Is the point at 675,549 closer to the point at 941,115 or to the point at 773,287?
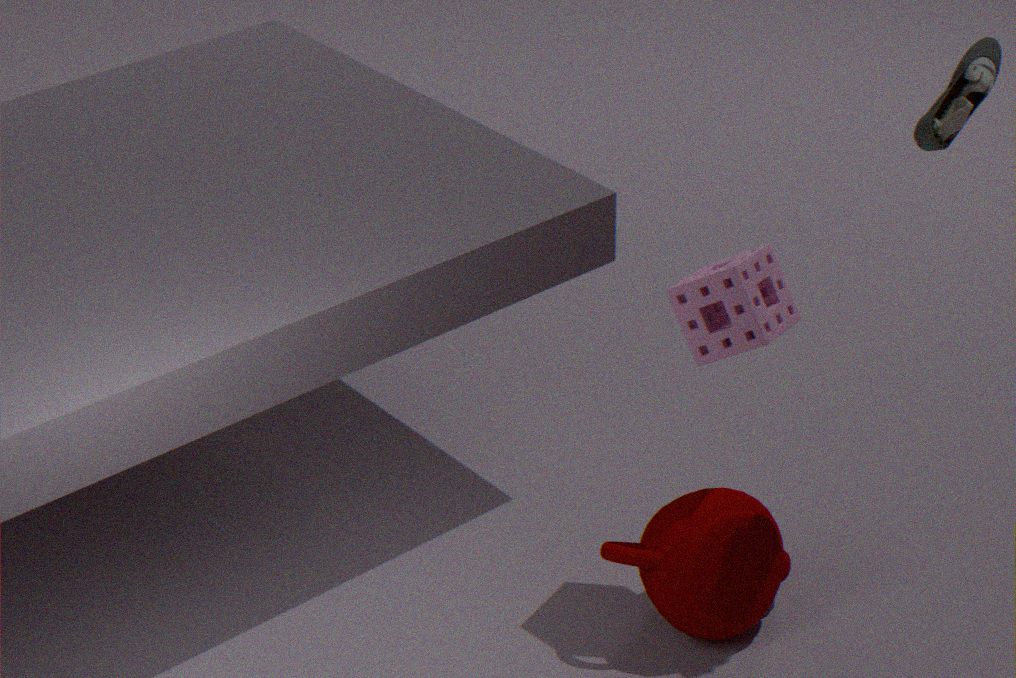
the point at 773,287
